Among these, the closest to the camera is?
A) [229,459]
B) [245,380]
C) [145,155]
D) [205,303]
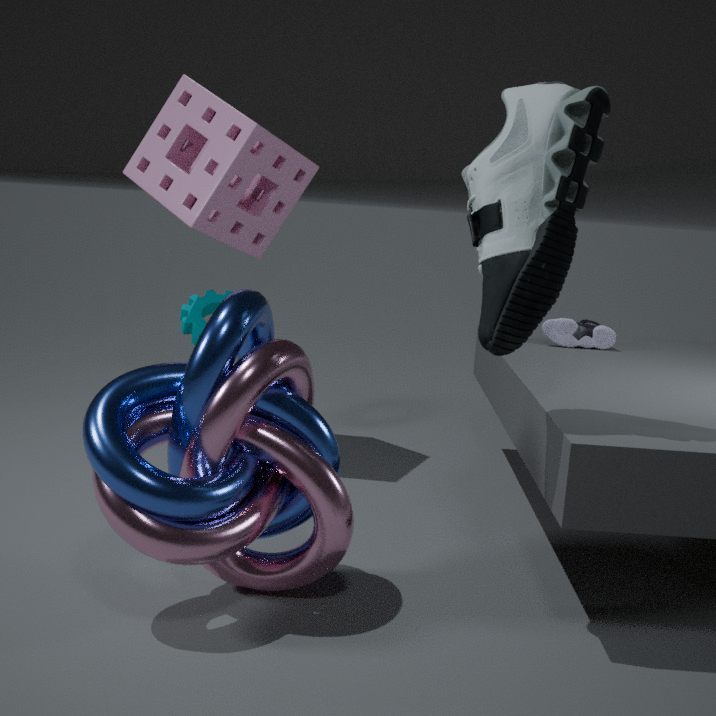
[245,380]
